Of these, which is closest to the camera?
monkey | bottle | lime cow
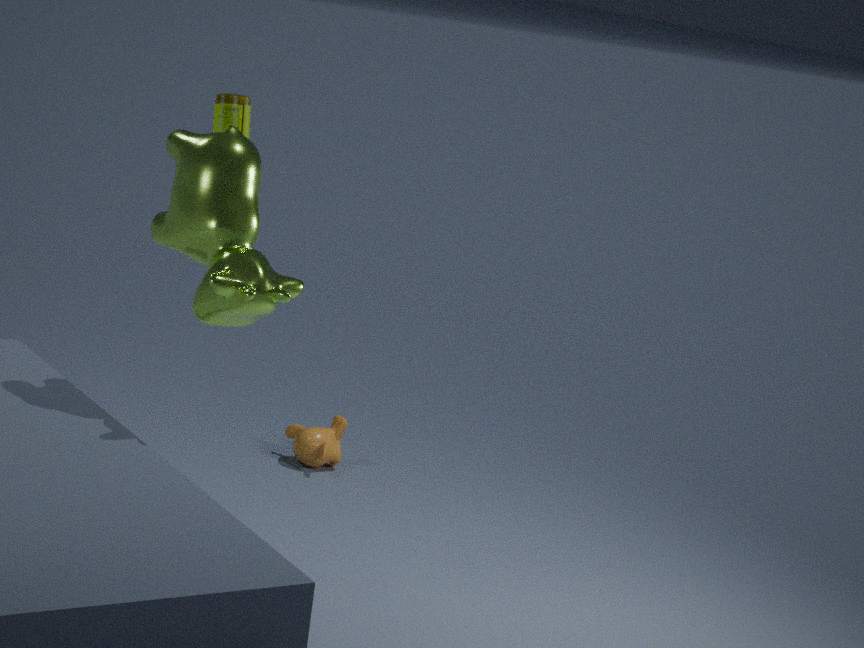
lime cow
